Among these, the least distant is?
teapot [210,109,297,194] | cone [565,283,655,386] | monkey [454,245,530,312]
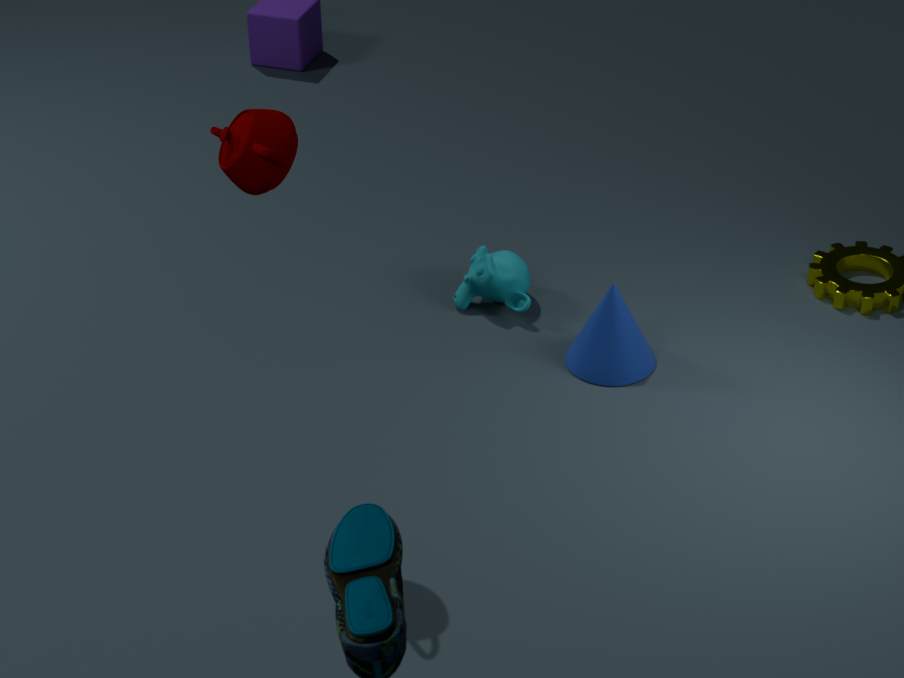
teapot [210,109,297,194]
